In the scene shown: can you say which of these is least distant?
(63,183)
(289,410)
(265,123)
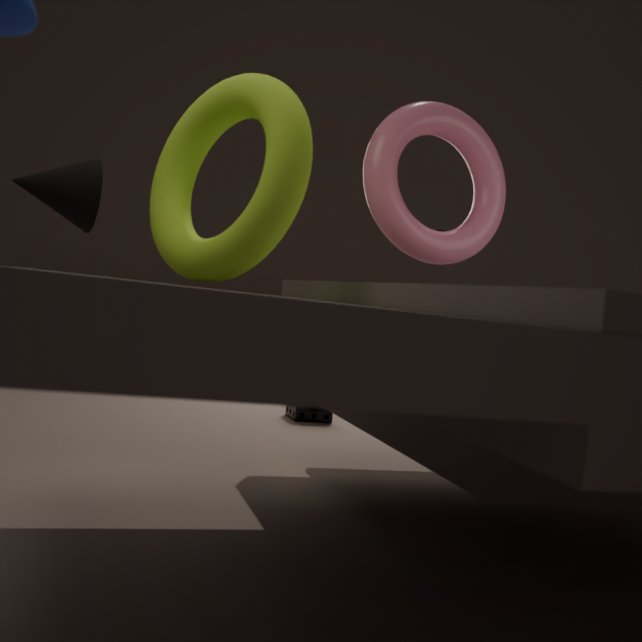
(265,123)
